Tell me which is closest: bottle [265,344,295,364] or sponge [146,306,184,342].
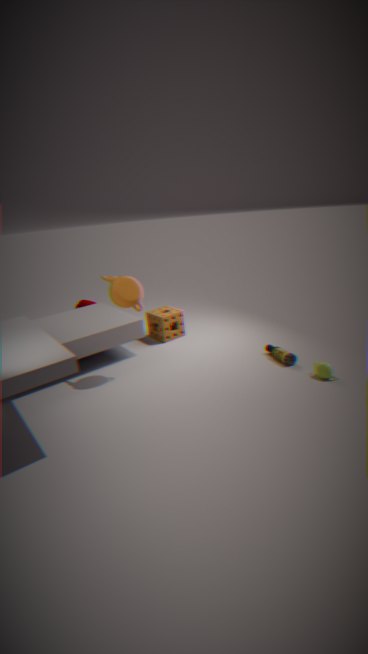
bottle [265,344,295,364]
